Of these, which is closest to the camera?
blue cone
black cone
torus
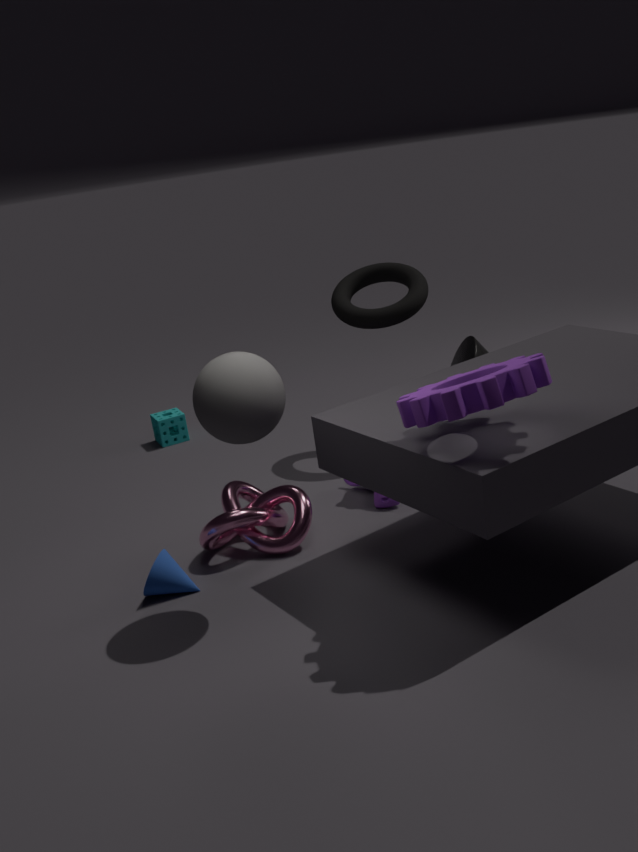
blue cone
